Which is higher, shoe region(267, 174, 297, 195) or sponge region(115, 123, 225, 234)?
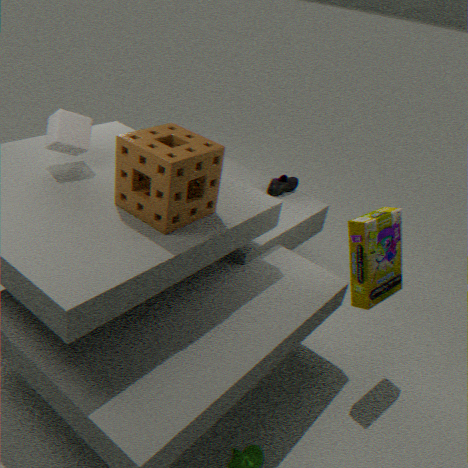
sponge region(115, 123, 225, 234)
